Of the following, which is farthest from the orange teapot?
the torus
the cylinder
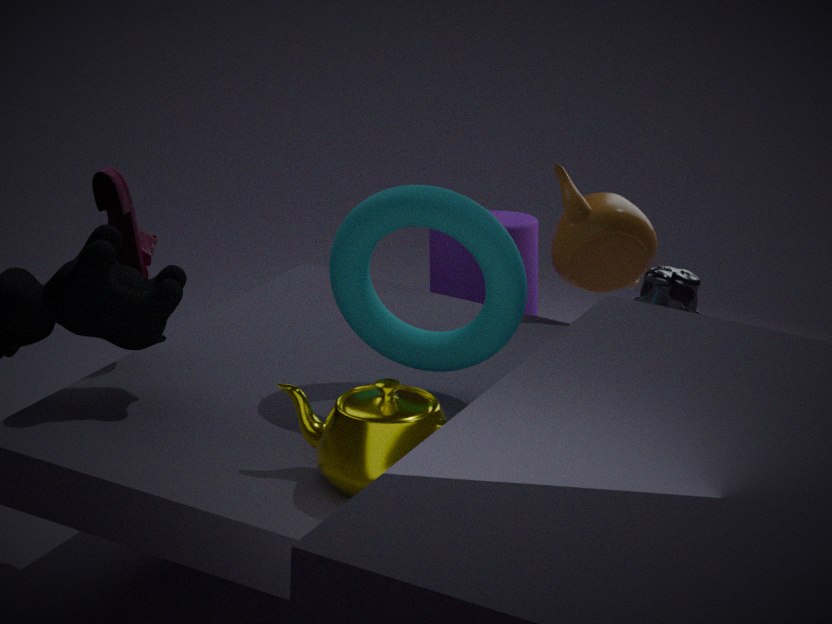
the torus
